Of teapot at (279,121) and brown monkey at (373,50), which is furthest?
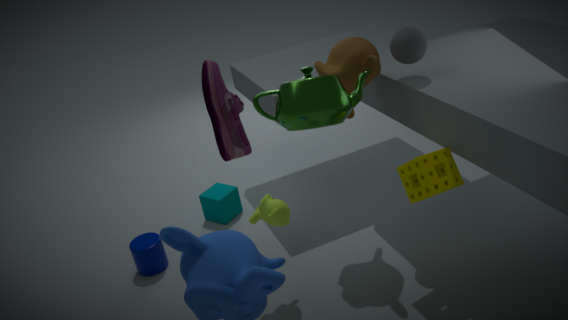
brown monkey at (373,50)
